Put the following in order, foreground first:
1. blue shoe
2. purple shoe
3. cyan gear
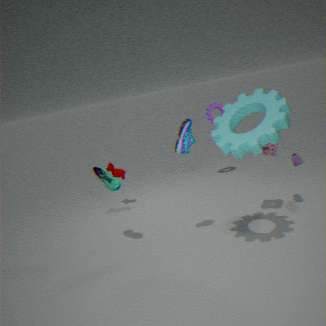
cyan gear → blue shoe → purple shoe
